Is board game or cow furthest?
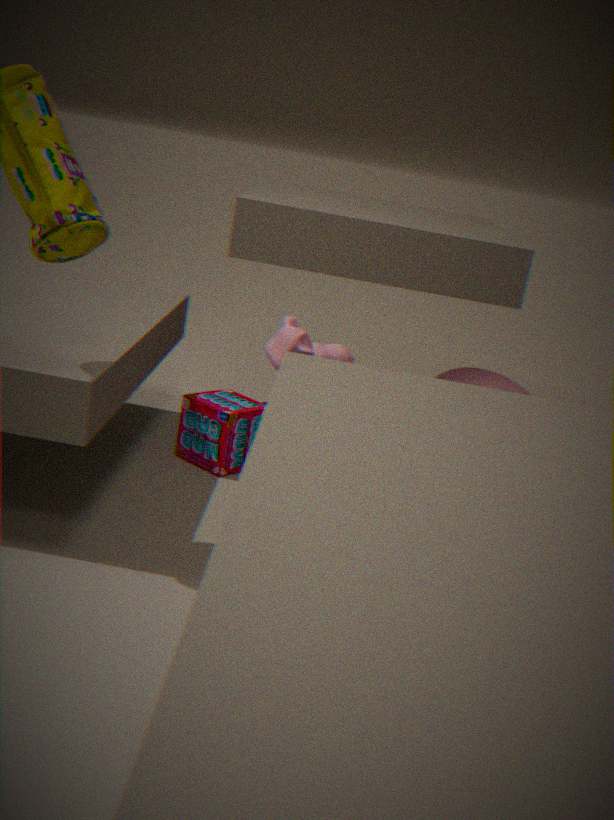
board game
